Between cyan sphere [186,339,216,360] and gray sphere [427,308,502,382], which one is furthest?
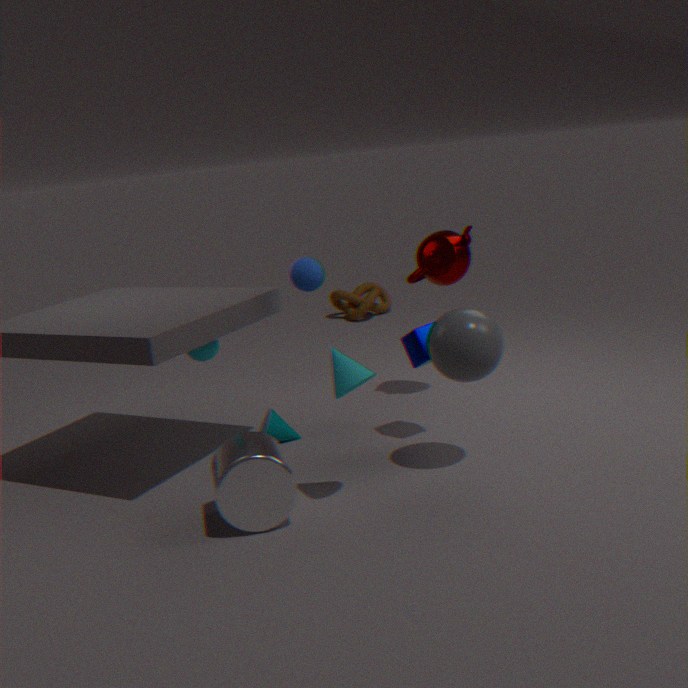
cyan sphere [186,339,216,360]
